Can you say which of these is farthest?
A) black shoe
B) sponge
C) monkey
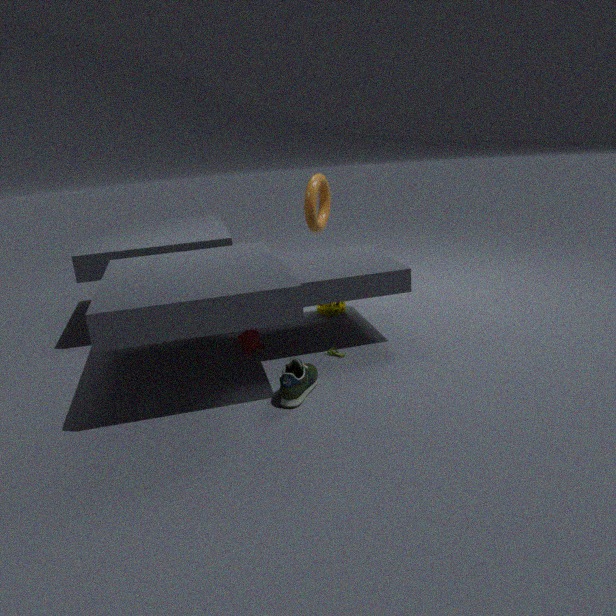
sponge
